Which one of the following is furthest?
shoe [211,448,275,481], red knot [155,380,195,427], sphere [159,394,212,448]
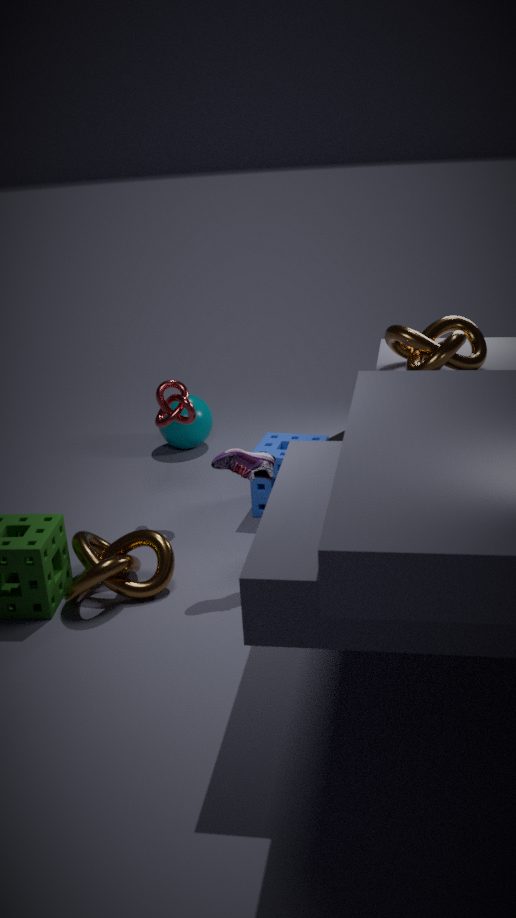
sphere [159,394,212,448]
